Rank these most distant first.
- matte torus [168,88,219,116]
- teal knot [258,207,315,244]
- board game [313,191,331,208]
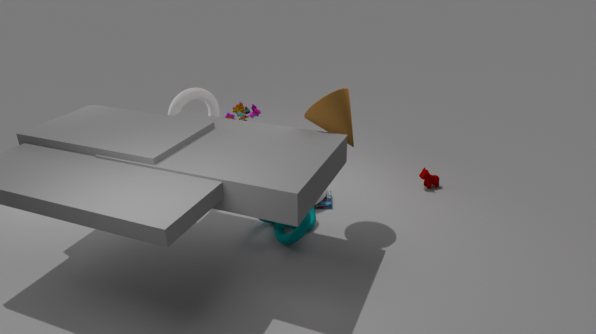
board game [313,191,331,208] < matte torus [168,88,219,116] < teal knot [258,207,315,244]
